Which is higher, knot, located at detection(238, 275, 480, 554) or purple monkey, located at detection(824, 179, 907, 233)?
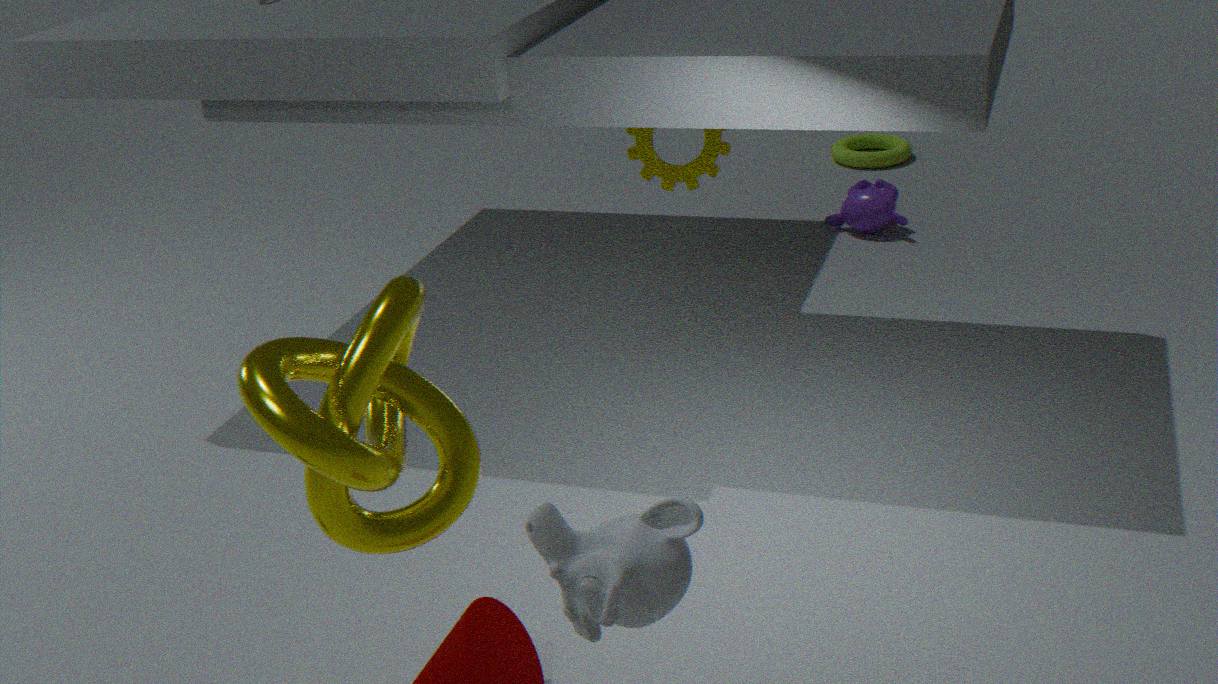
knot, located at detection(238, 275, 480, 554)
